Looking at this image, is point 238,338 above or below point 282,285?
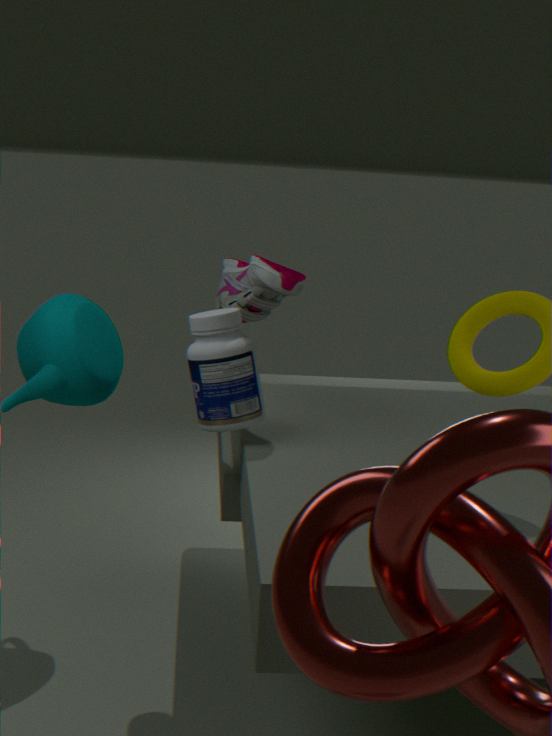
below
